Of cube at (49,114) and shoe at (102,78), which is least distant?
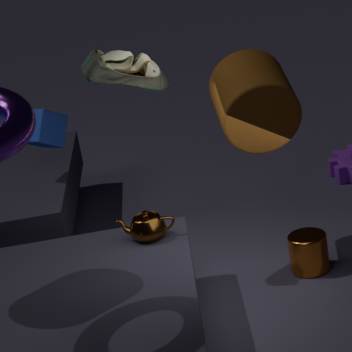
shoe at (102,78)
